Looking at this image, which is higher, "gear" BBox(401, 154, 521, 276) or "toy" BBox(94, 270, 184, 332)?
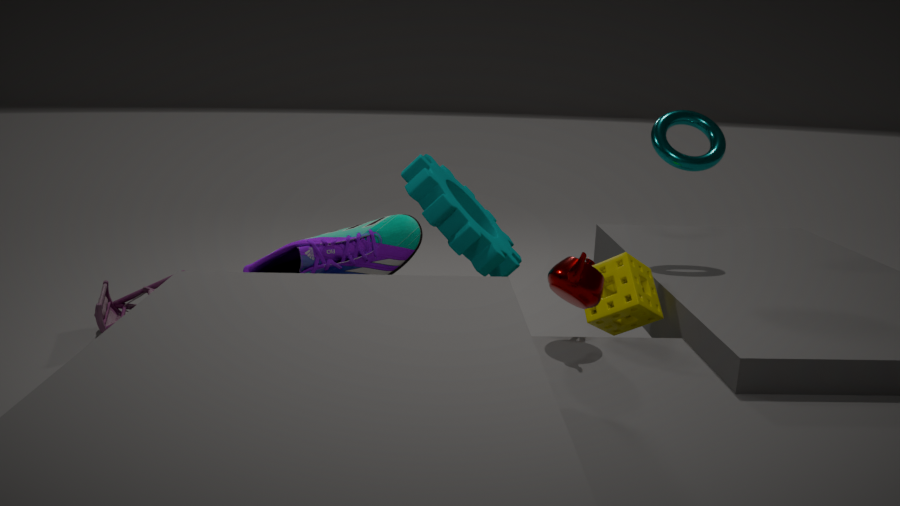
"gear" BBox(401, 154, 521, 276)
